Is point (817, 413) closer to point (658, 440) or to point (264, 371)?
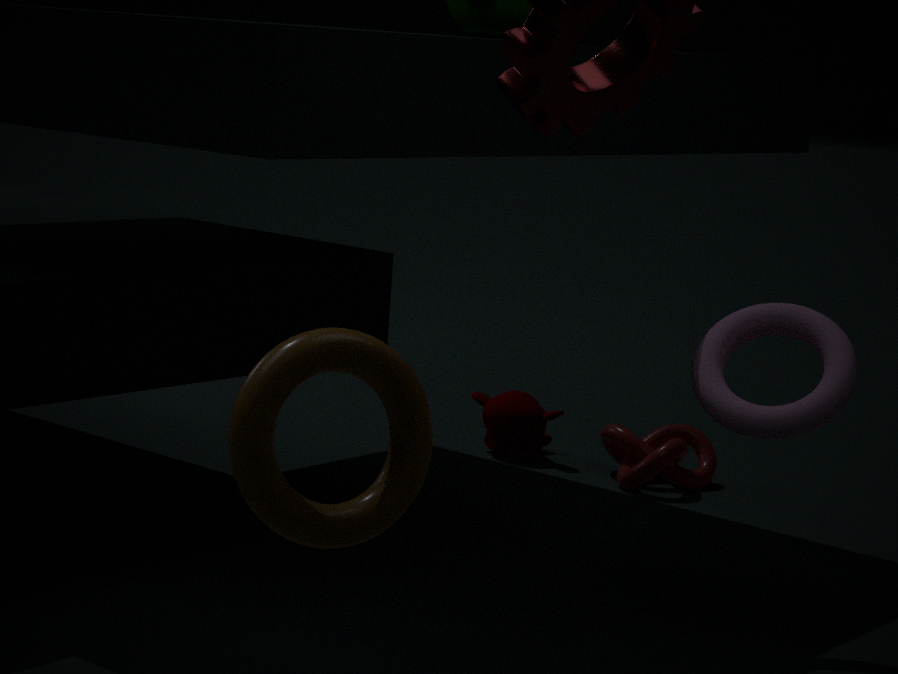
point (264, 371)
